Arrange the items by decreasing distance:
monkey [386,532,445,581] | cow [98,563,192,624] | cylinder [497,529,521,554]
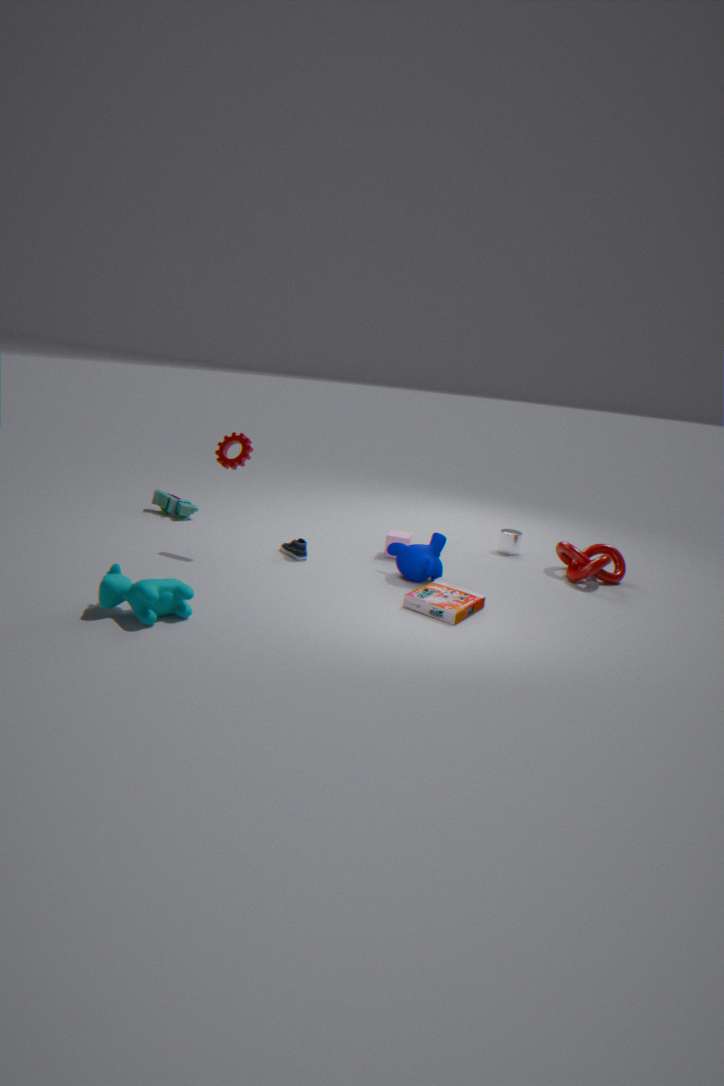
cylinder [497,529,521,554] < monkey [386,532,445,581] < cow [98,563,192,624]
